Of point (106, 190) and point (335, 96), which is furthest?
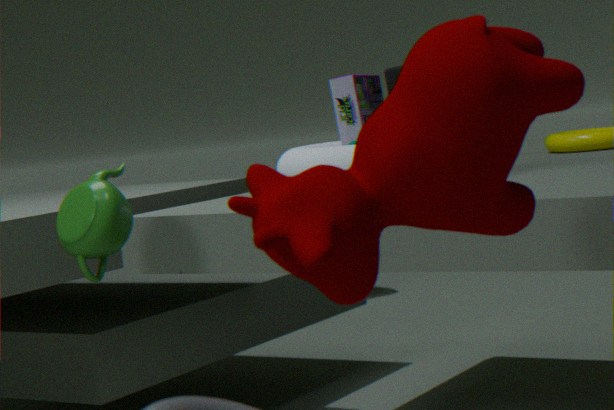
point (335, 96)
